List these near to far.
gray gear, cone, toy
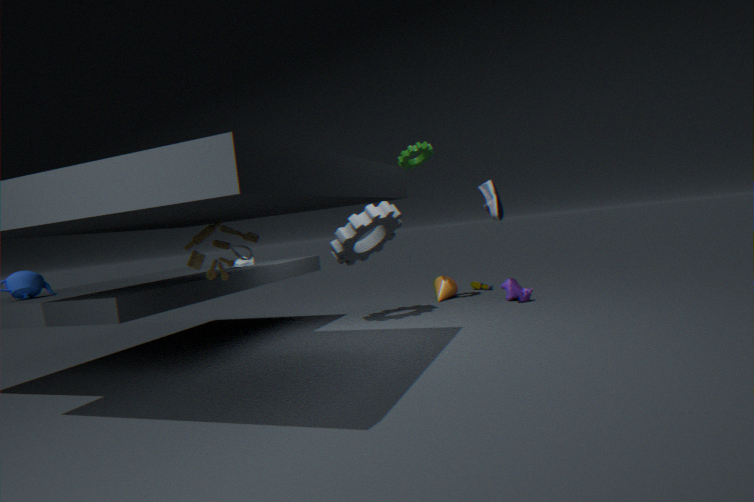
toy
gray gear
cone
